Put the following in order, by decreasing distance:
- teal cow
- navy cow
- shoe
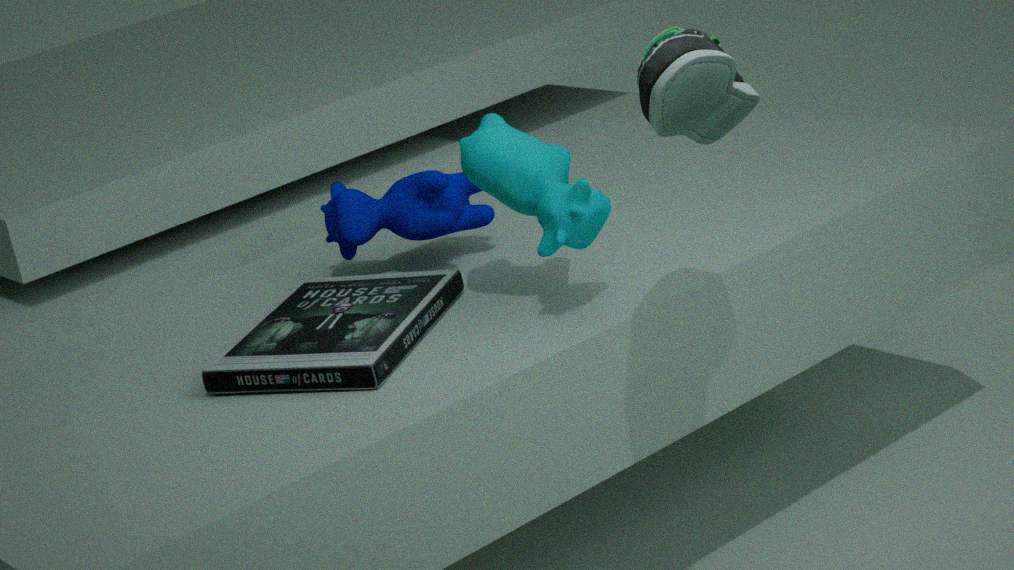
navy cow < teal cow < shoe
